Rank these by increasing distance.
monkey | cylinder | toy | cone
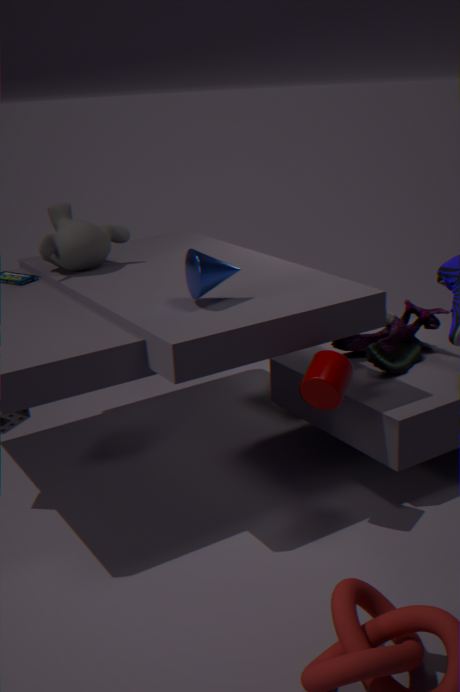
cylinder, cone, toy, monkey
